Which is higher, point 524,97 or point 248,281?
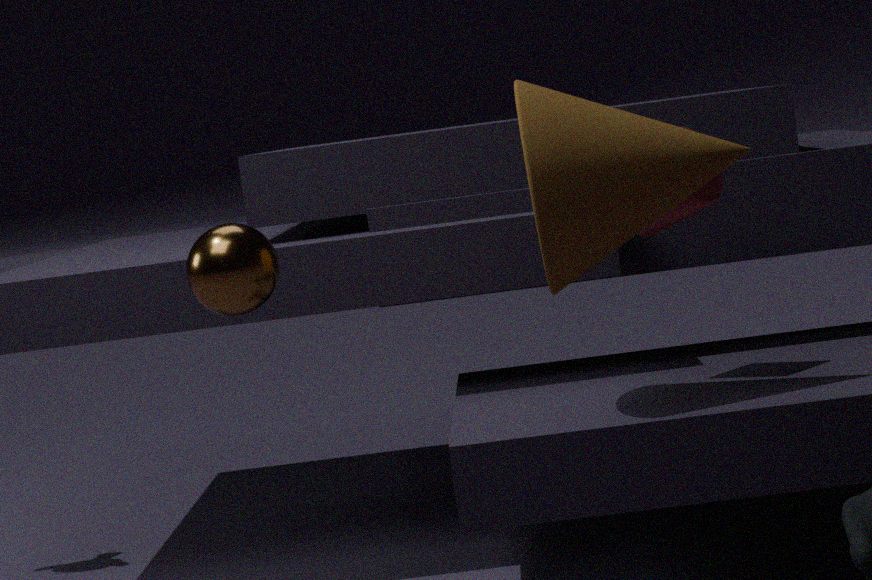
point 524,97
